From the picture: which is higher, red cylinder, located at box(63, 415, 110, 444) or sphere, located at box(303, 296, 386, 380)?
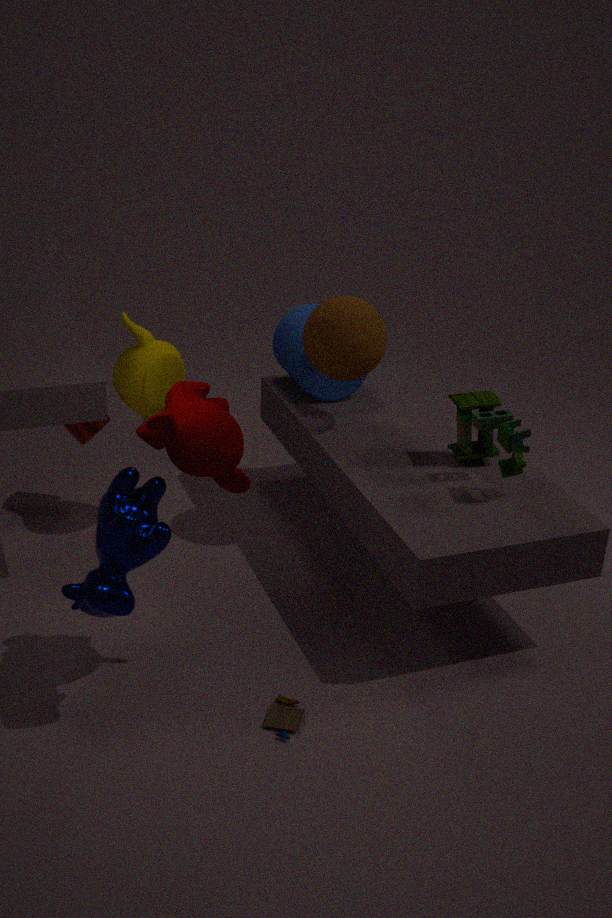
sphere, located at box(303, 296, 386, 380)
